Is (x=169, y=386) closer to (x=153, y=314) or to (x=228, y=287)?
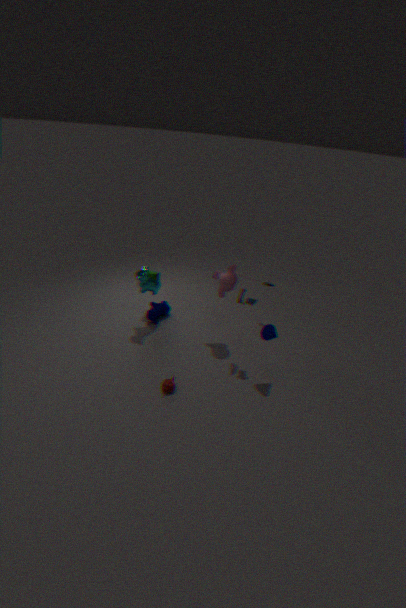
(x=153, y=314)
